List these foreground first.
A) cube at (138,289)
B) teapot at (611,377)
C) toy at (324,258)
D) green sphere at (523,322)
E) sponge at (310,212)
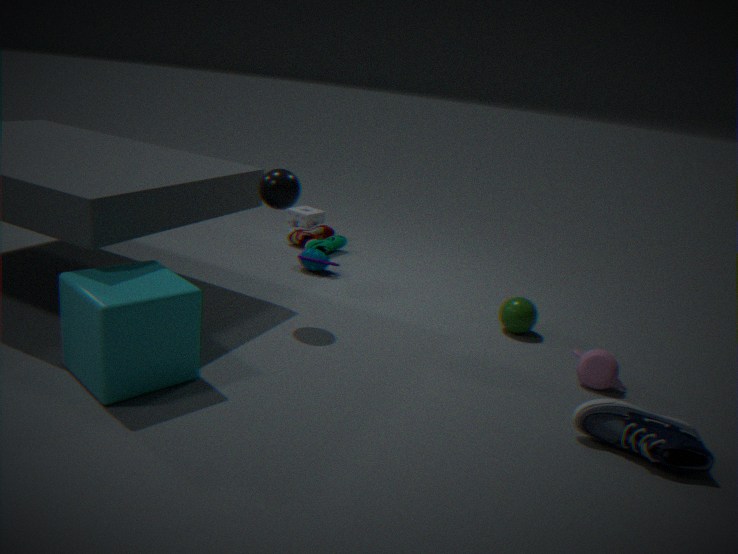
cube at (138,289)
teapot at (611,377)
green sphere at (523,322)
toy at (324,258)
sponge at (310,212)
